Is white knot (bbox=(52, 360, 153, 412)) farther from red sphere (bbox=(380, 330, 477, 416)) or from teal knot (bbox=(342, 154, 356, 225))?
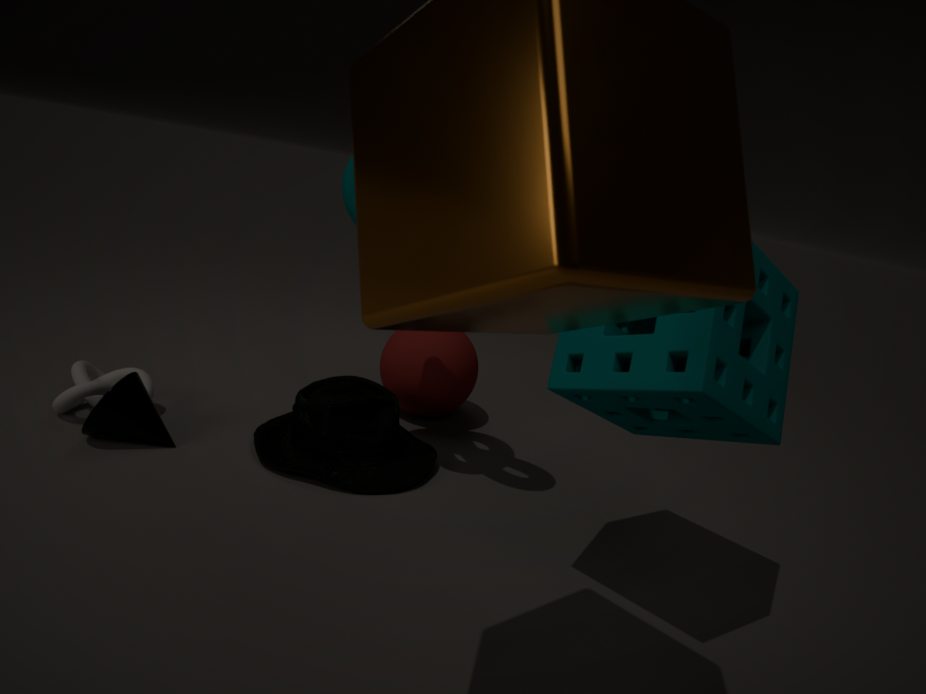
teal knot (bbox=(342, 154, 356, 225))
